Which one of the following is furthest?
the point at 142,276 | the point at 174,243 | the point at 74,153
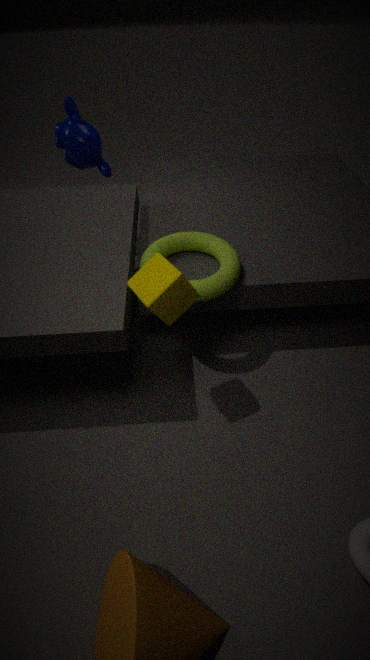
the point at 74,153
